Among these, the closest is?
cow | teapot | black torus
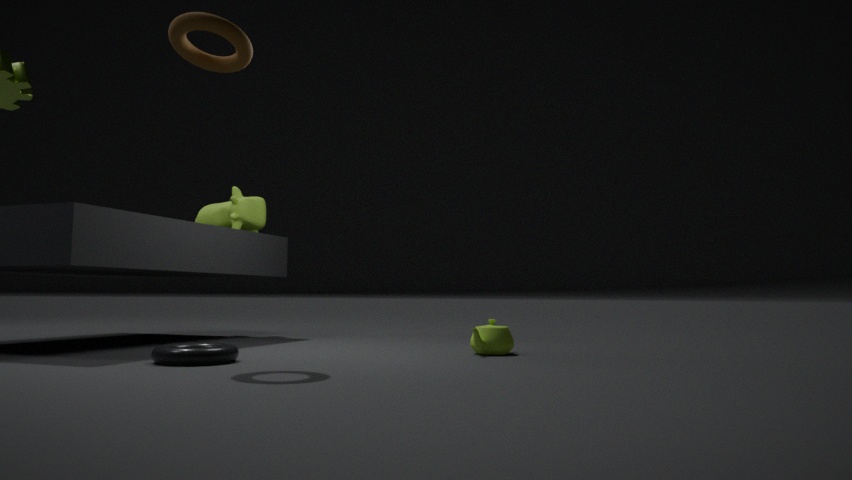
black torus
